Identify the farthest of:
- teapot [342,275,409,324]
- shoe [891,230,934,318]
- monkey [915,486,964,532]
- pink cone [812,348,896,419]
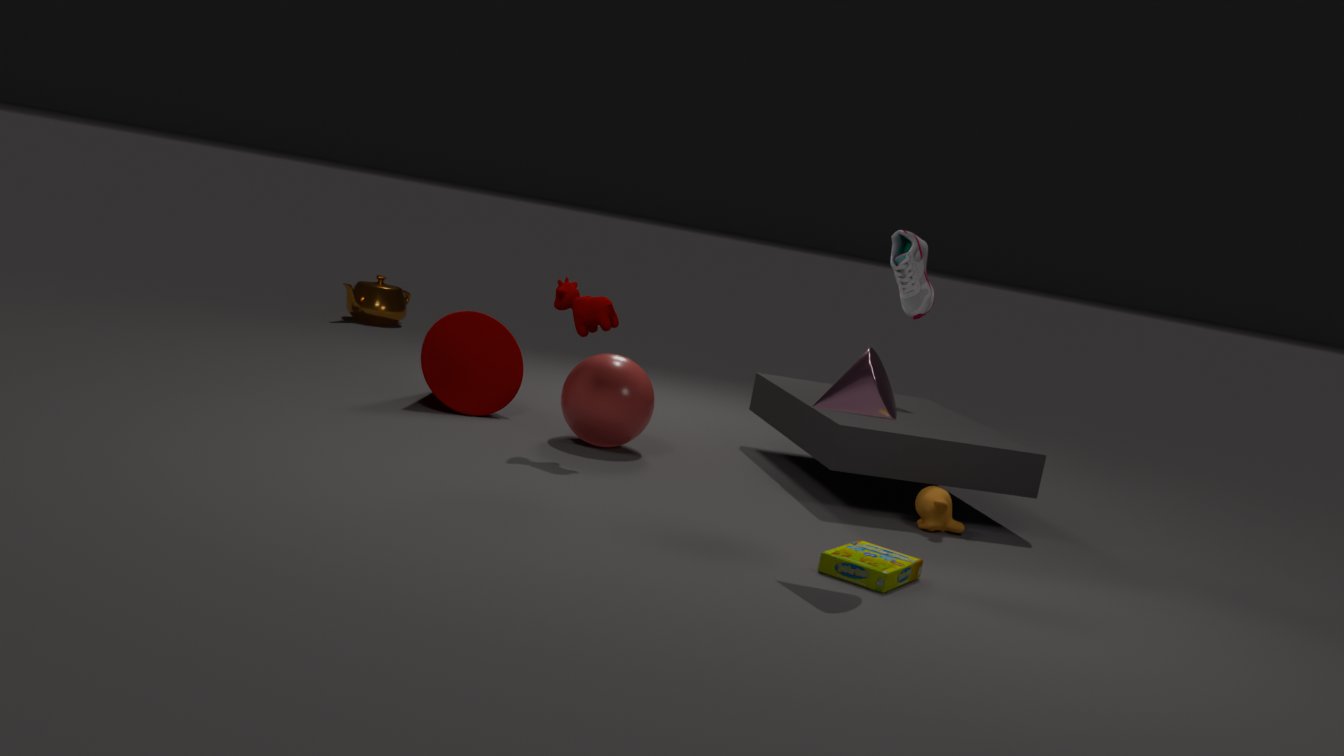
teapot [342,275,409,324]
